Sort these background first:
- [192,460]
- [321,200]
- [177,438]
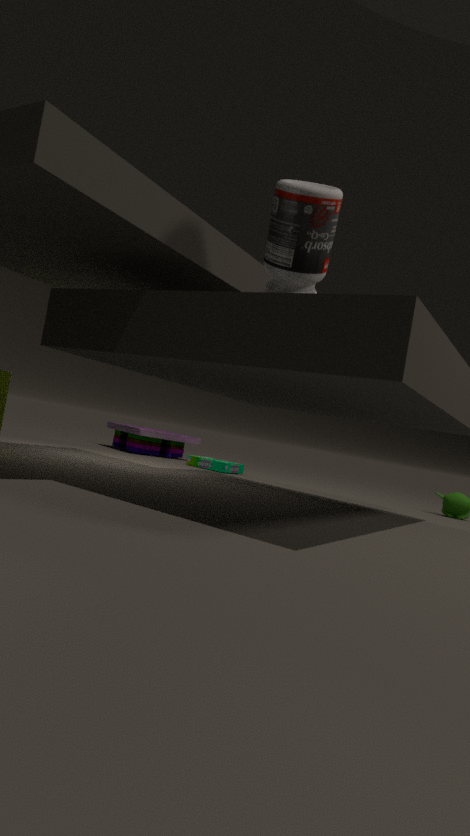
[177,438], [192,460], [321,200]
